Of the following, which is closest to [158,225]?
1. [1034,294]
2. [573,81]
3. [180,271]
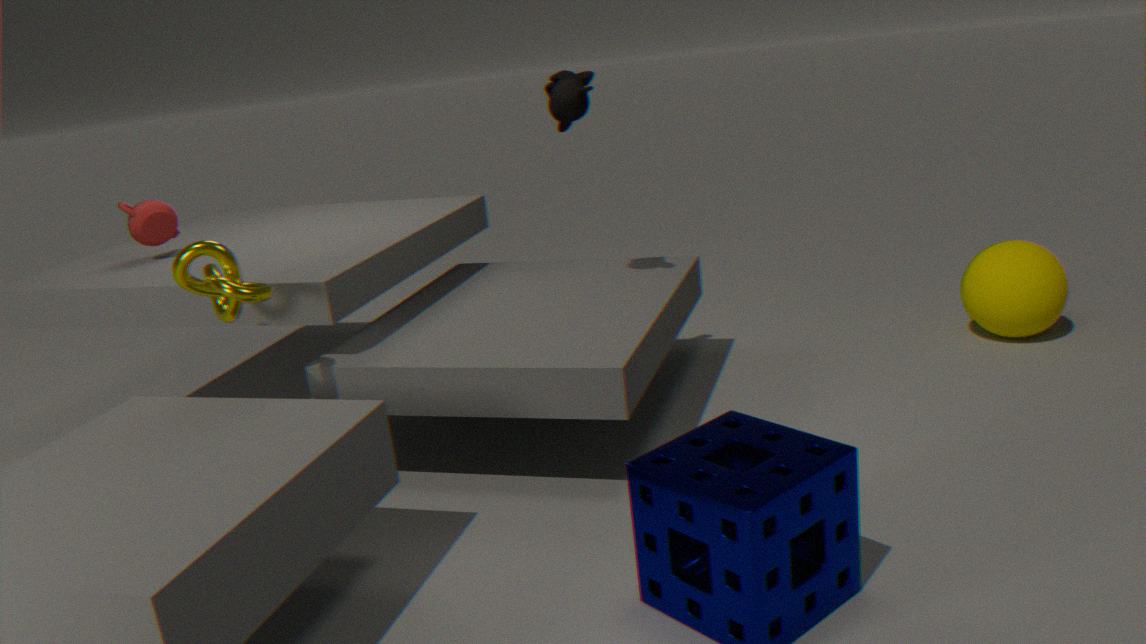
[180,271]
